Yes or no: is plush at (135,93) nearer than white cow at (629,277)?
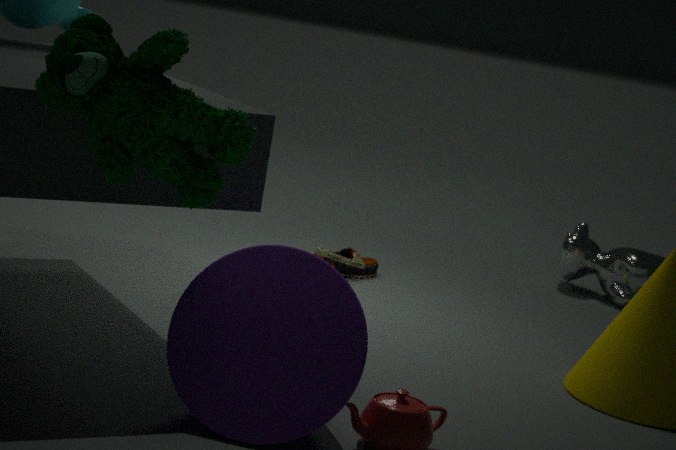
Yes
